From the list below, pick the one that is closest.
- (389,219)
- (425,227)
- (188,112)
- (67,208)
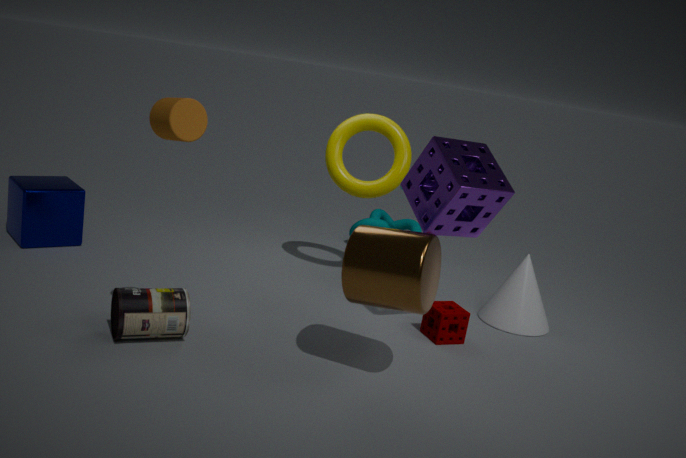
(188,112)
